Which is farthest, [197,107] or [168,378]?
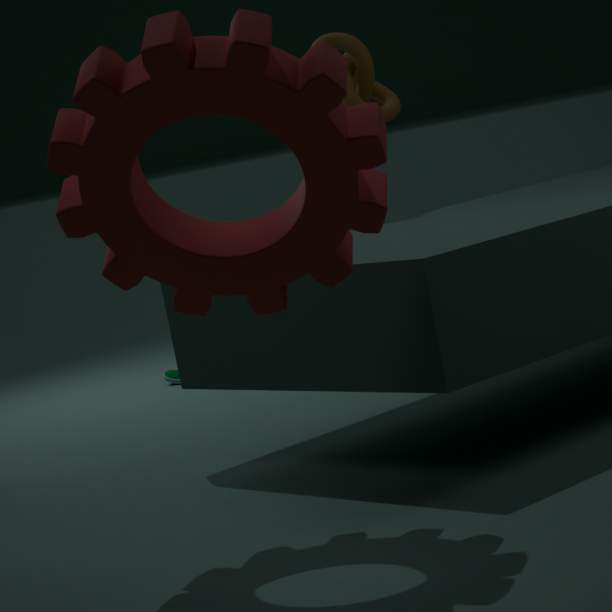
[168,378]
